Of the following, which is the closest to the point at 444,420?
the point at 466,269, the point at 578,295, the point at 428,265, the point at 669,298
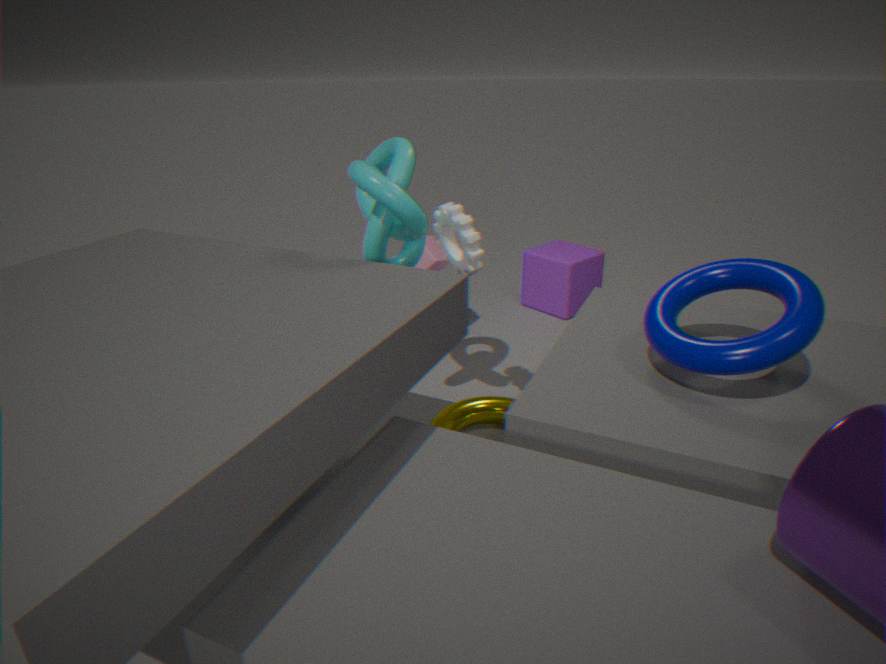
the point at 466,269
